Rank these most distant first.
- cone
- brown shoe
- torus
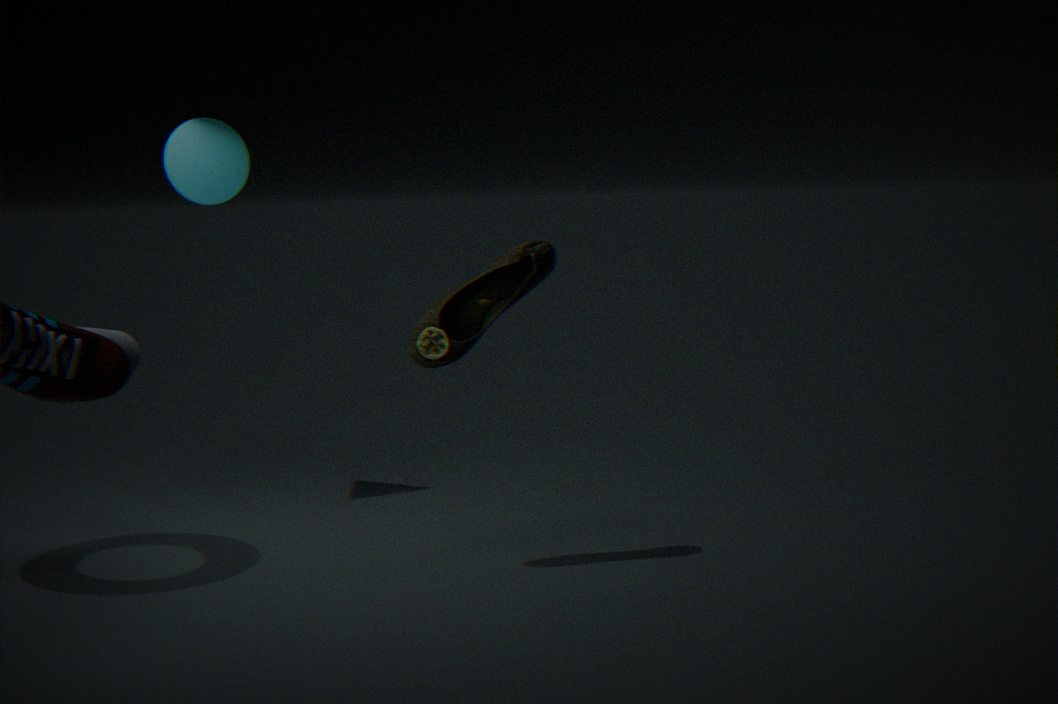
cone < torus < brown shoe
